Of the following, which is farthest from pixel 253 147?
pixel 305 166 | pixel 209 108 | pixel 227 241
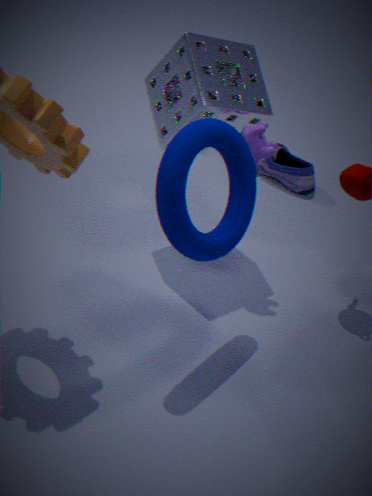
pixel 305 166
